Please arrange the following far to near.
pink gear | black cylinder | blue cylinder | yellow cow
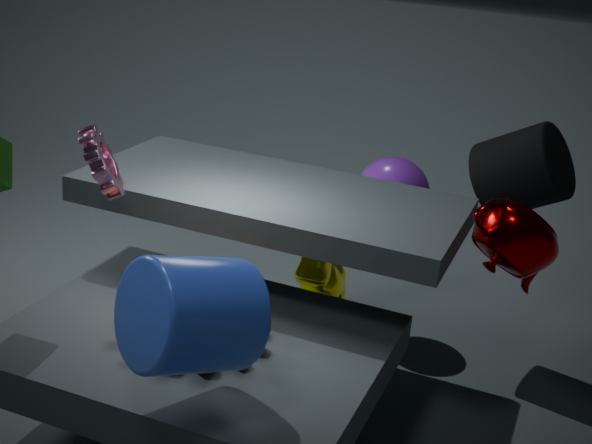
yellow cow → black cylinder → pink gear → blue cylinder
